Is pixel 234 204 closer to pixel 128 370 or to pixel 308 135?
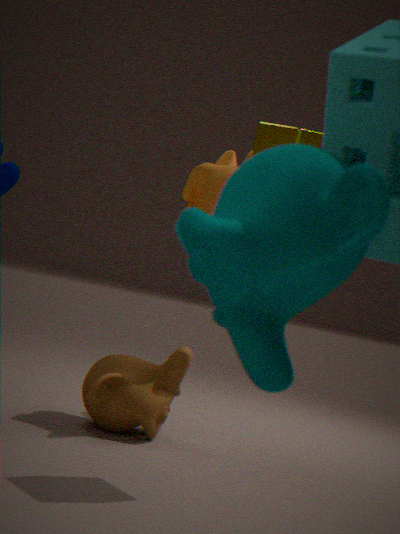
pixel 308 135
